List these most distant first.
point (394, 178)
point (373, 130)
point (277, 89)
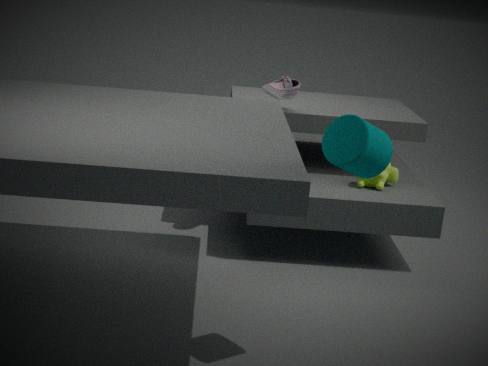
point (394, 178) → point (277, 89) → point (373, 130)
